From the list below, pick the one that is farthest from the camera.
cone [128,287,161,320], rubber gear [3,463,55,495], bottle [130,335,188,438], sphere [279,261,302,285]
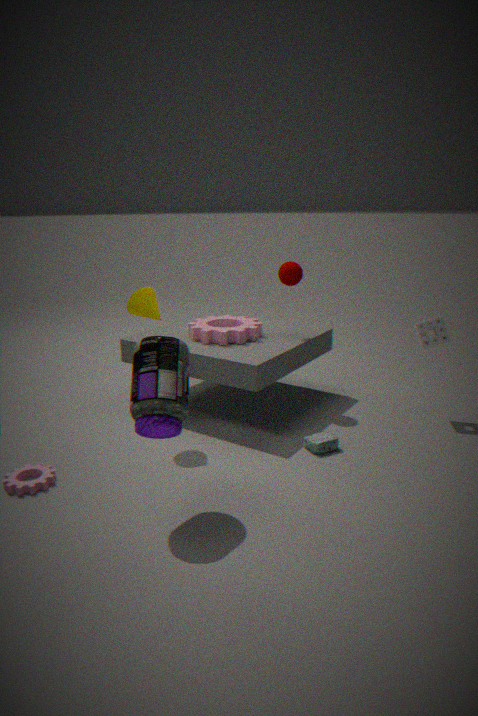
sphere [279,261,302,285]
